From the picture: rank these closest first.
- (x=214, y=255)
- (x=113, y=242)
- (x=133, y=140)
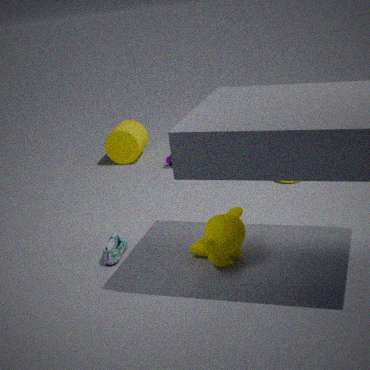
(x=214, y=255)
(x=113, y=242)
(x=133, y=140)
